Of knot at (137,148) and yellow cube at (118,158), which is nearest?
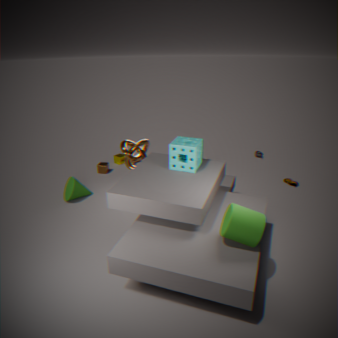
knot at (137,148)
